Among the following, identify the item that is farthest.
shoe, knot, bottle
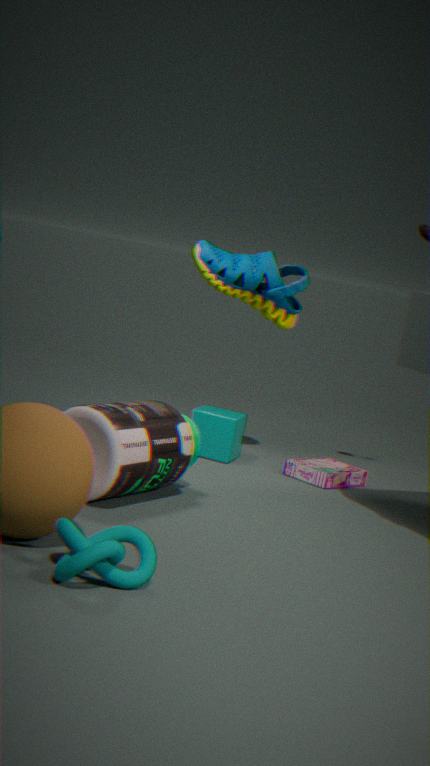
shoe
